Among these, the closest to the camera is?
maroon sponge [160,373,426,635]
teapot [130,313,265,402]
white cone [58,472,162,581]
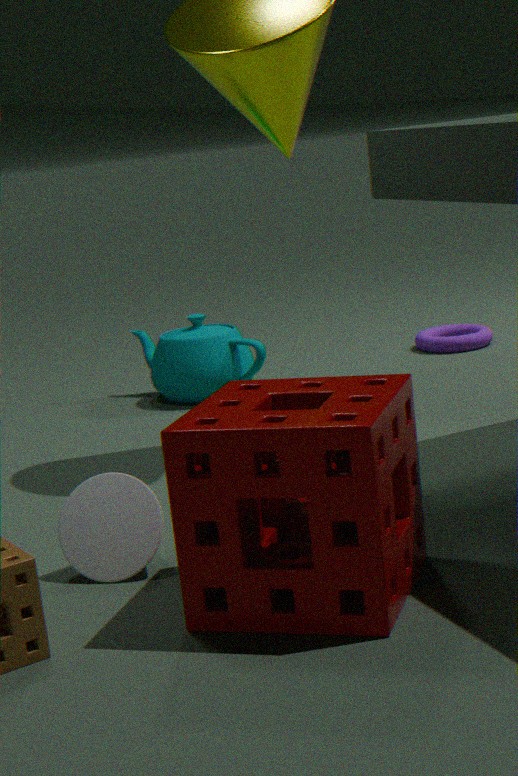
maroon sponge [160,373,426,635]
